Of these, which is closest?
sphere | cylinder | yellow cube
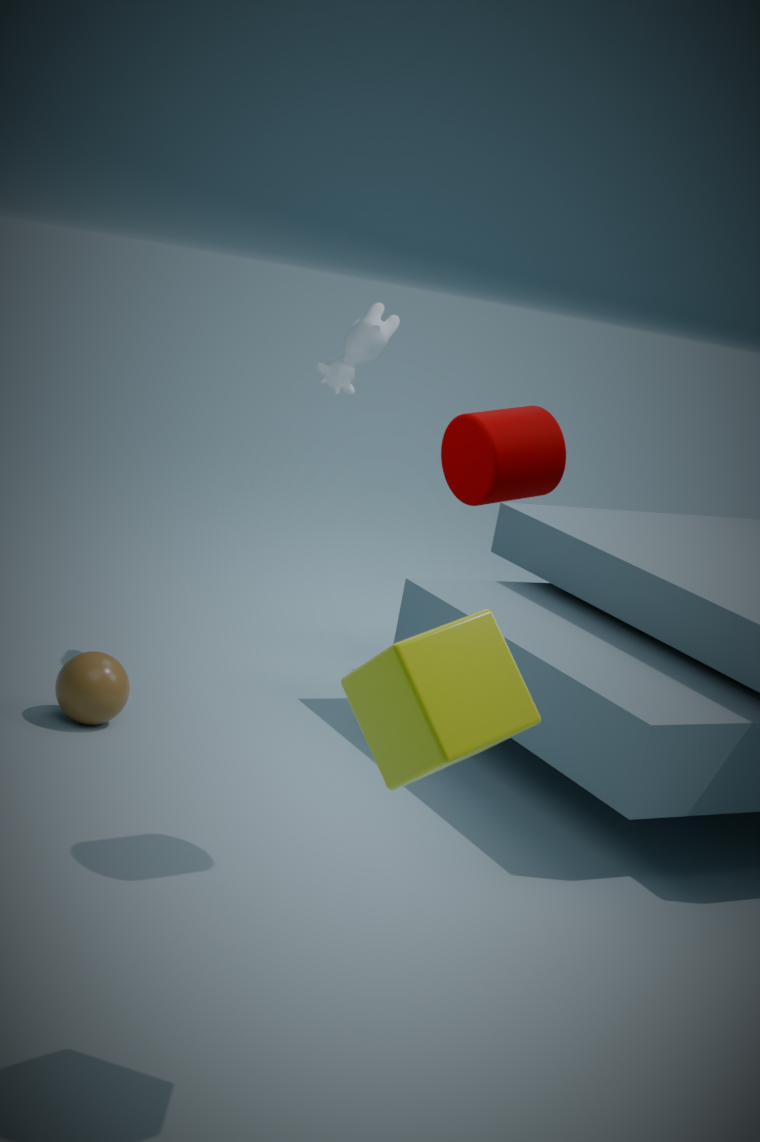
yellow cube
